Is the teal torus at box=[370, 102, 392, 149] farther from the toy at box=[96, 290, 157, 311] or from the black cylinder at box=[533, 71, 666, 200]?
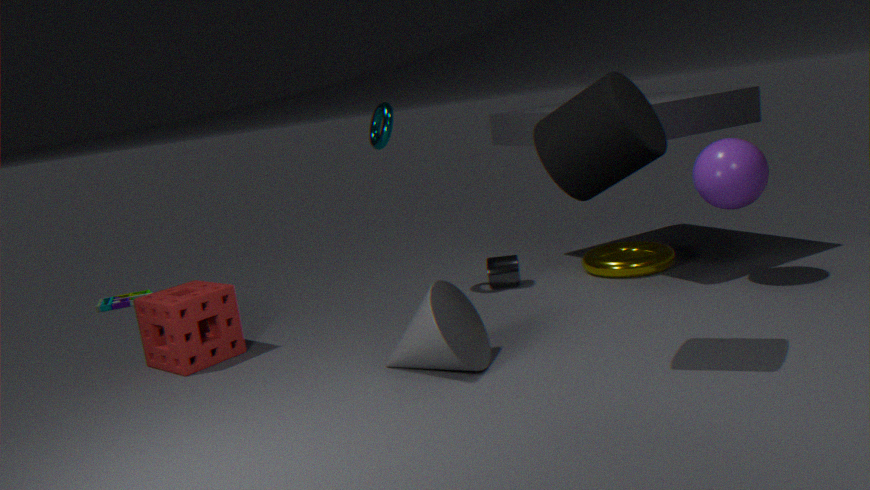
the toy at box=[96, 290, 157, 311]
